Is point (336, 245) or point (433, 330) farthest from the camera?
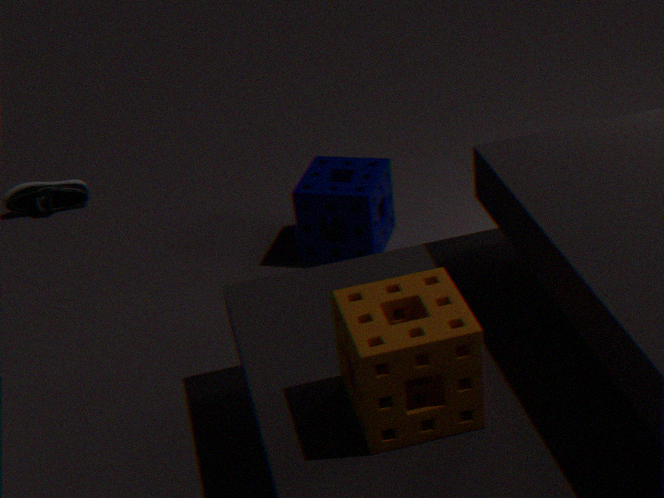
point (336, 245)
